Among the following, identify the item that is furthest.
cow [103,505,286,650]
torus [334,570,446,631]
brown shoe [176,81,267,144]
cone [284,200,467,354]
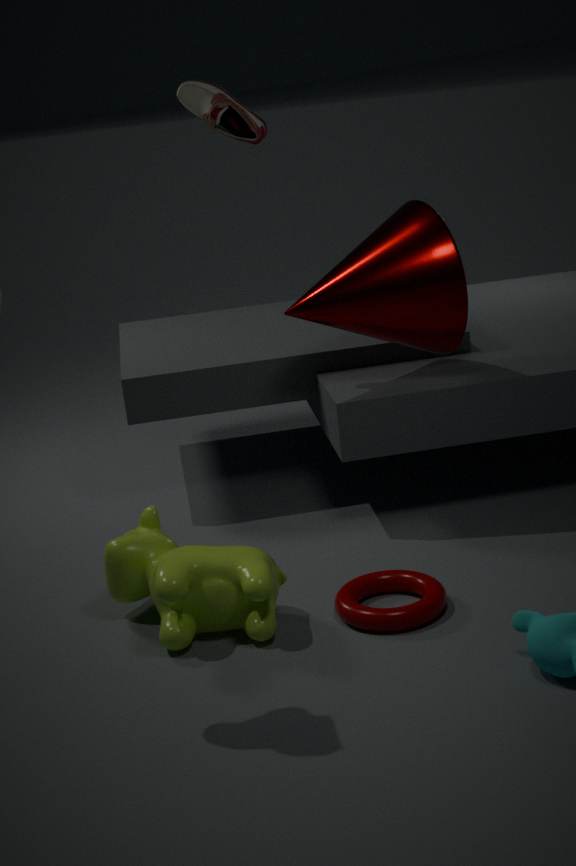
brown shoe [176,81,267,144]
